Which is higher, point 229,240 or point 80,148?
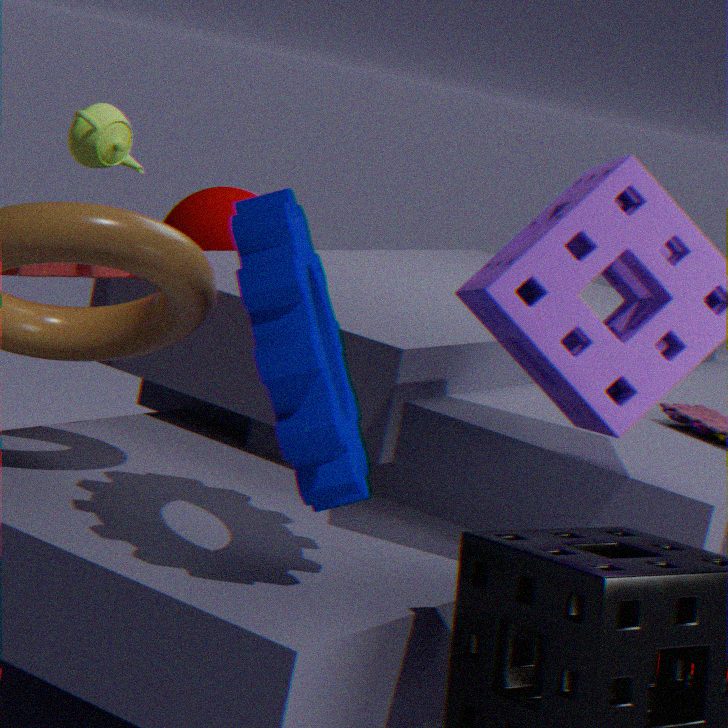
point 80,148
